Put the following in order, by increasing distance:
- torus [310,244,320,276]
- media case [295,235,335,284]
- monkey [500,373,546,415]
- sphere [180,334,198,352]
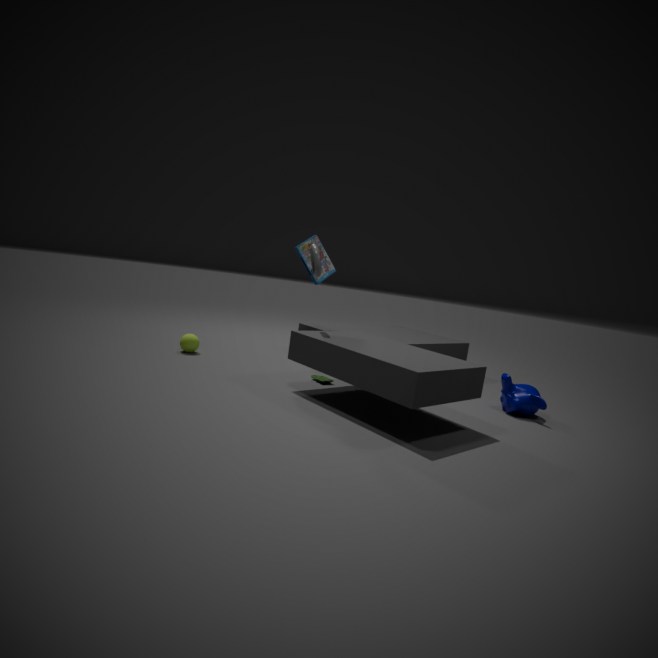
torus [310,244,320,276]
monkey [500,373,546,415]
media case [295,235,335,284]
sphere [180,334,198,352]
